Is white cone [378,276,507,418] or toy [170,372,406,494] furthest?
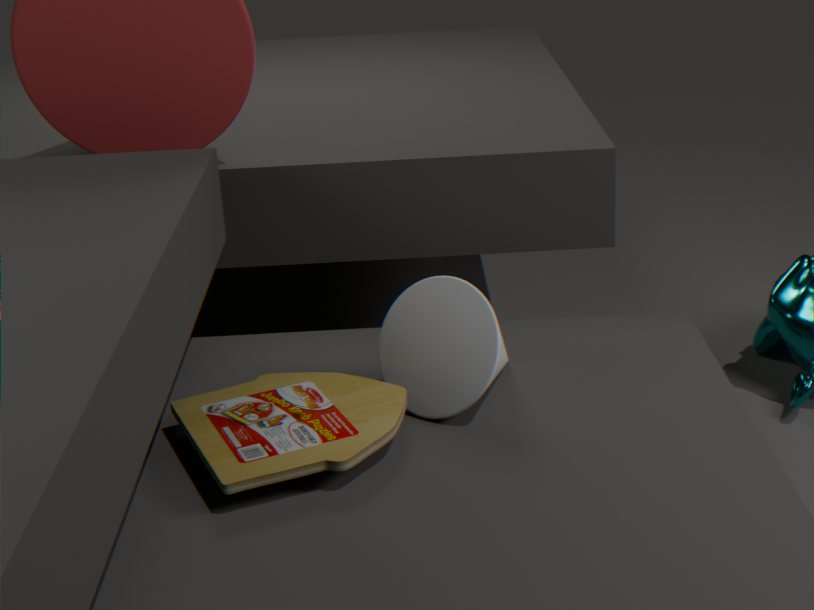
white cone [378,276,507,418]
